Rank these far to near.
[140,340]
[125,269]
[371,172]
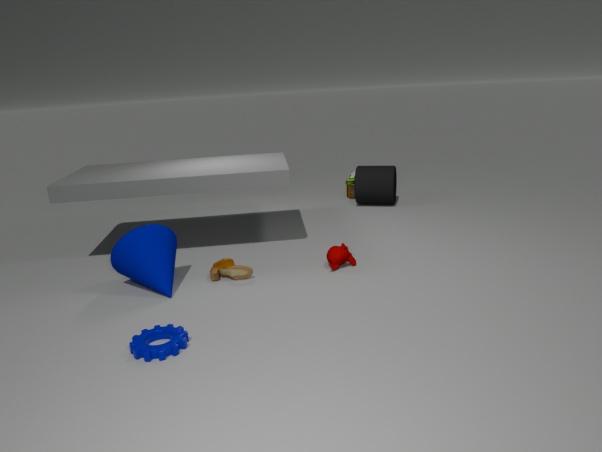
[371,172] → [125,269] → [140,340]
